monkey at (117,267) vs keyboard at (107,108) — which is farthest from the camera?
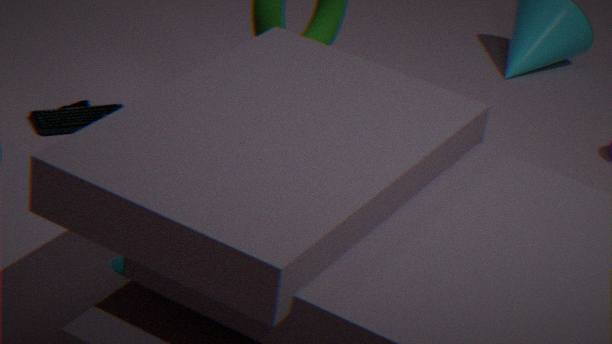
keyboard at (107,108)
